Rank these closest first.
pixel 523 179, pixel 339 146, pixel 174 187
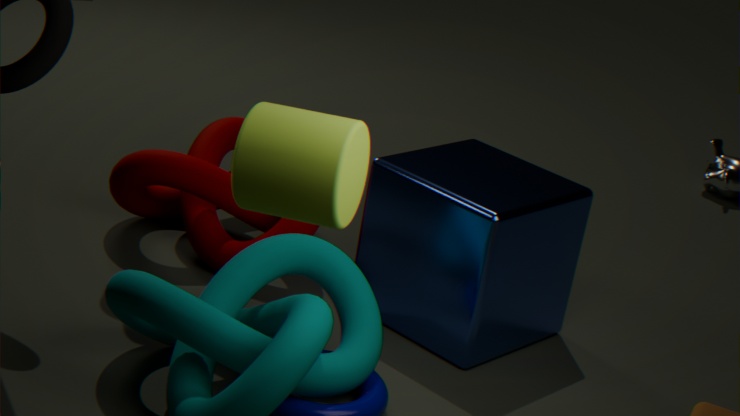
pixel 339 146 → pixel 523 179 → pixel 174 187
